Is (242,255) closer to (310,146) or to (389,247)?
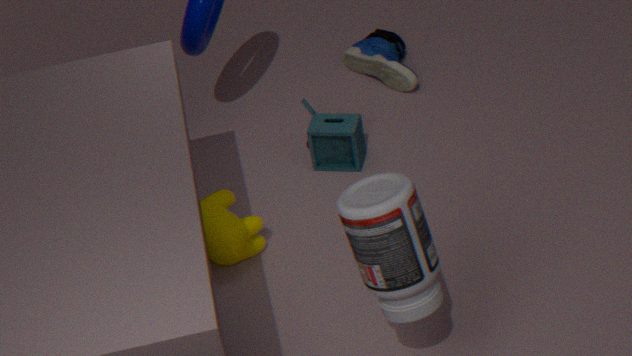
(310,146)
